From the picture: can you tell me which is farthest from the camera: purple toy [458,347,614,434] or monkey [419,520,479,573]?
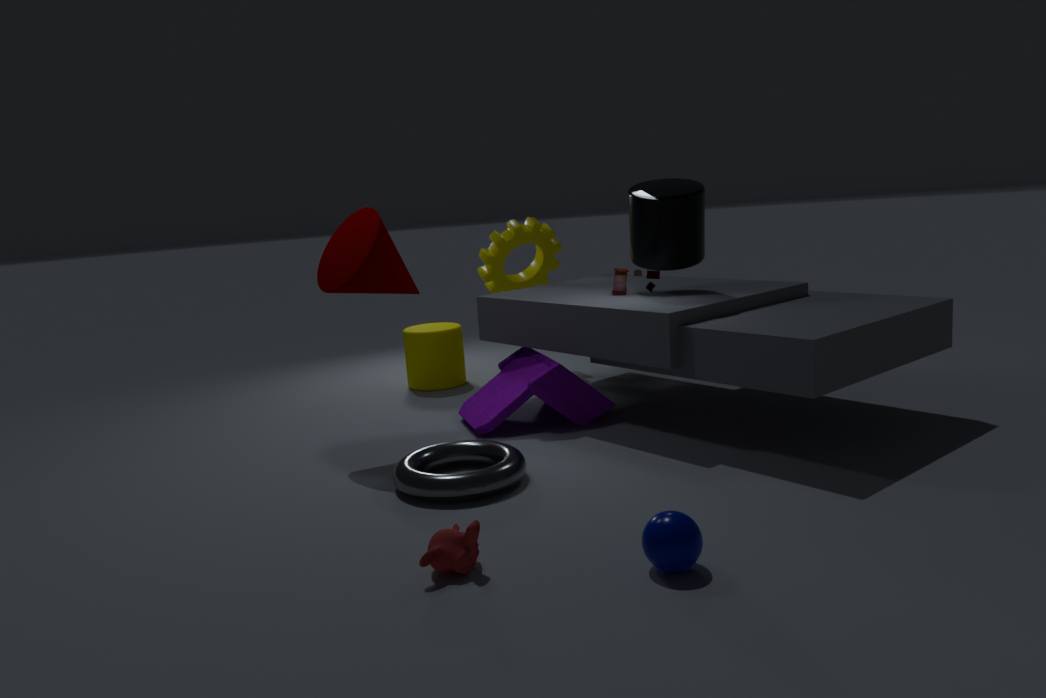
purple toy [458,347,614,434]
